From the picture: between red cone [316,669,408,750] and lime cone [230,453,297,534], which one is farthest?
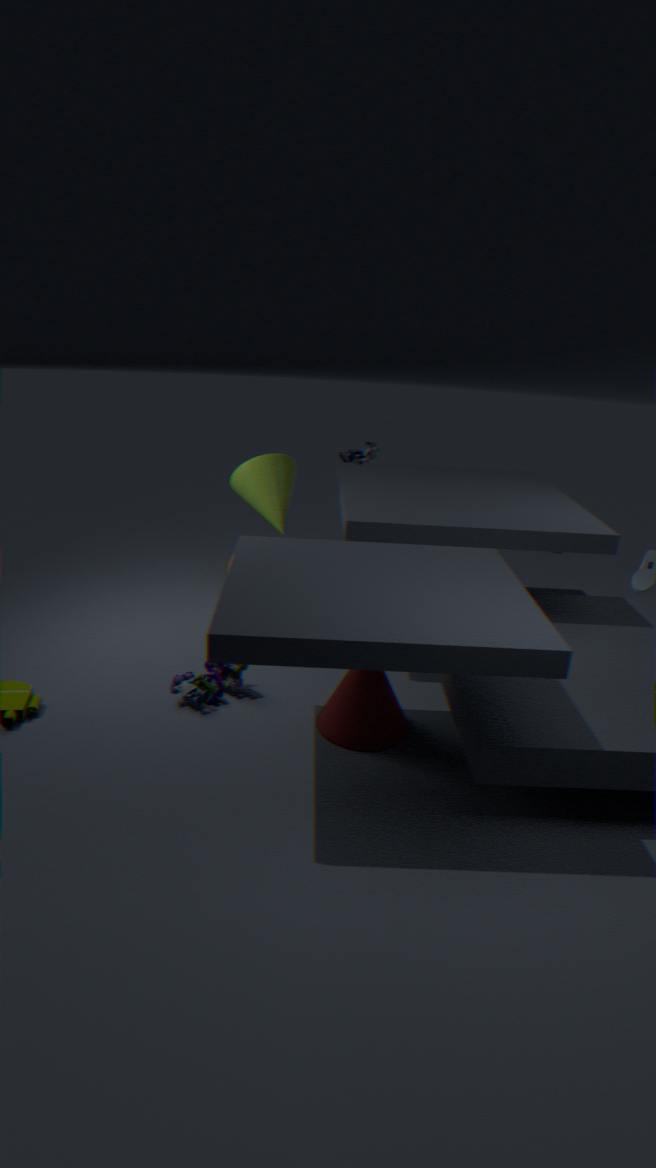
lime cone [230,453,297,534]
